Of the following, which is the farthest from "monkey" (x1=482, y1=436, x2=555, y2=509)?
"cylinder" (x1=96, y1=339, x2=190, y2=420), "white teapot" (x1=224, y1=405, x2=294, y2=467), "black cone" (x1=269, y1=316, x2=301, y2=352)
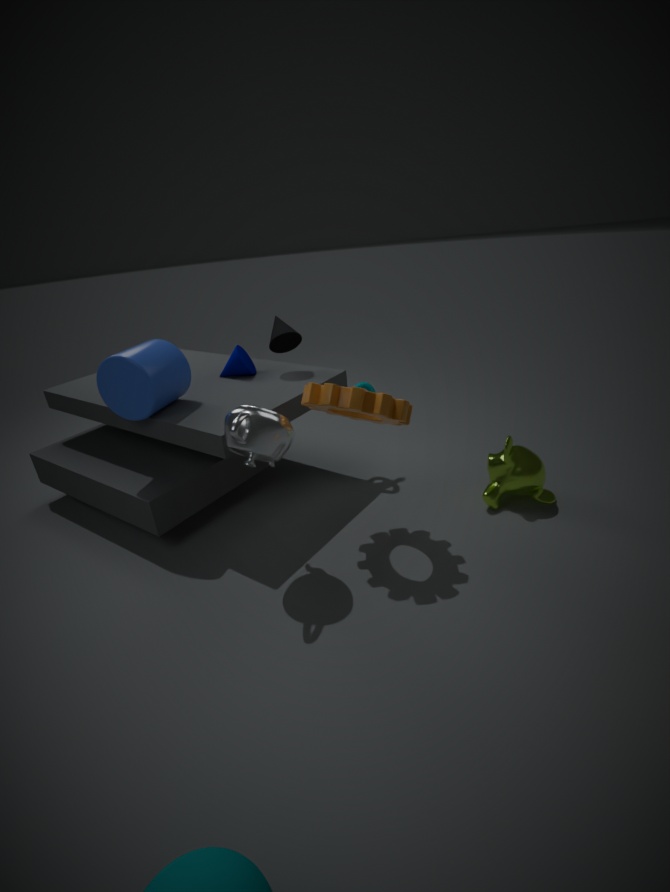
"cylinder" (x1=96, y1=339, x2=190, y2=420)
